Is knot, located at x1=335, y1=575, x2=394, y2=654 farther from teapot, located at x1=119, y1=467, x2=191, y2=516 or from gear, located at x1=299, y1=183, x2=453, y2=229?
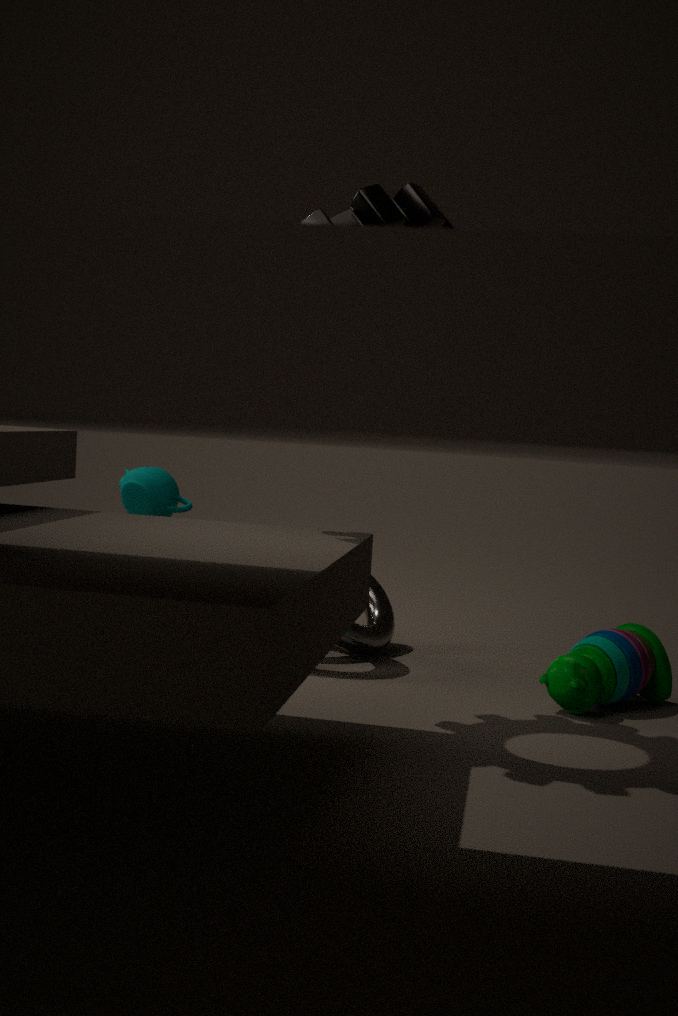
gear, located at x1=299, y1=183, x2=453, y2=229
